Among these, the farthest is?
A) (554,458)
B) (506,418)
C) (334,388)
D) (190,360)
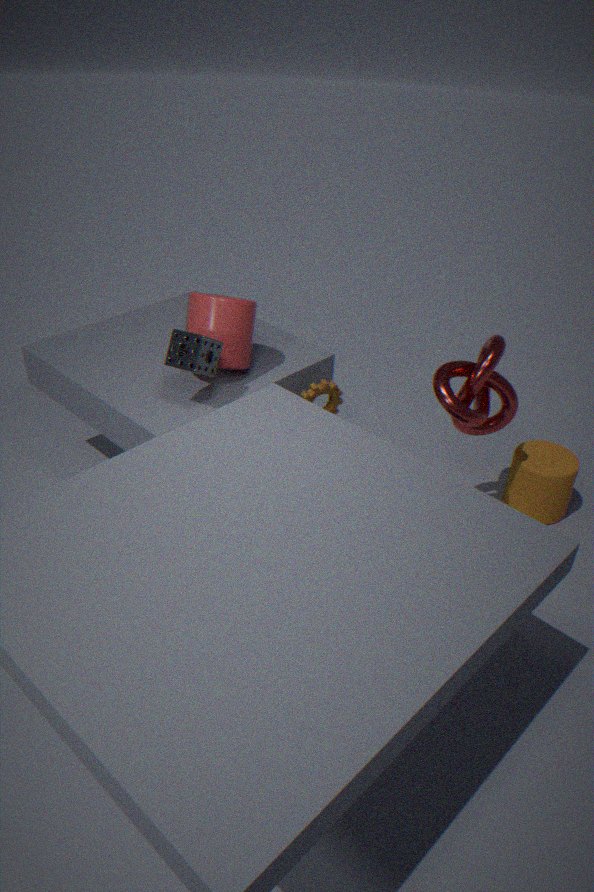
(554,458)
